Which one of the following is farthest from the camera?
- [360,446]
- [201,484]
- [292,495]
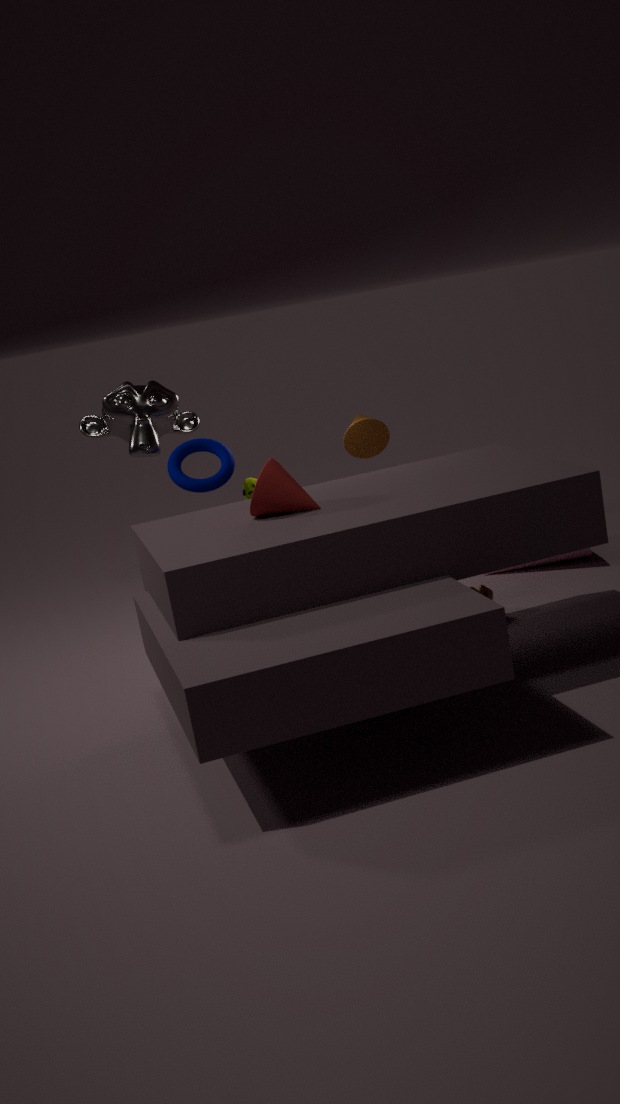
[360,446]
